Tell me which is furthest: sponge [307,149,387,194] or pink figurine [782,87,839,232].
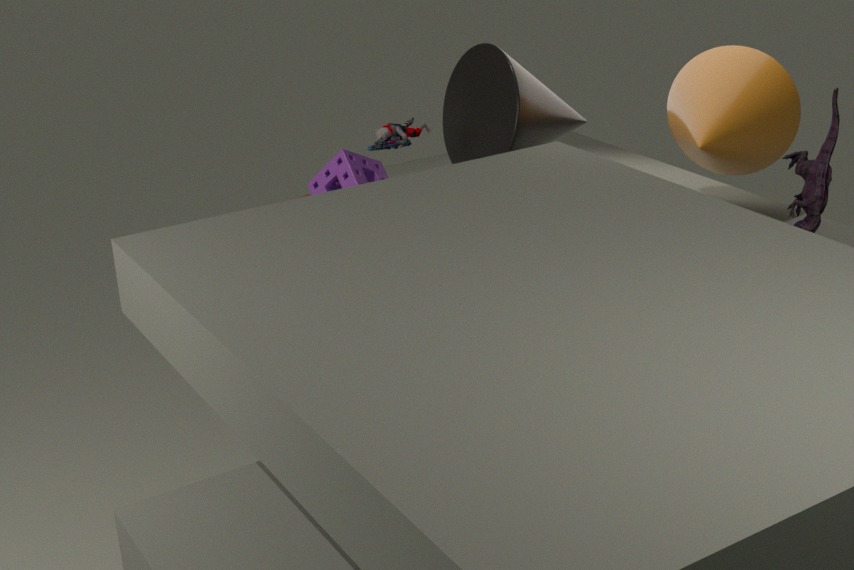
sponge [307,149,387,194]
